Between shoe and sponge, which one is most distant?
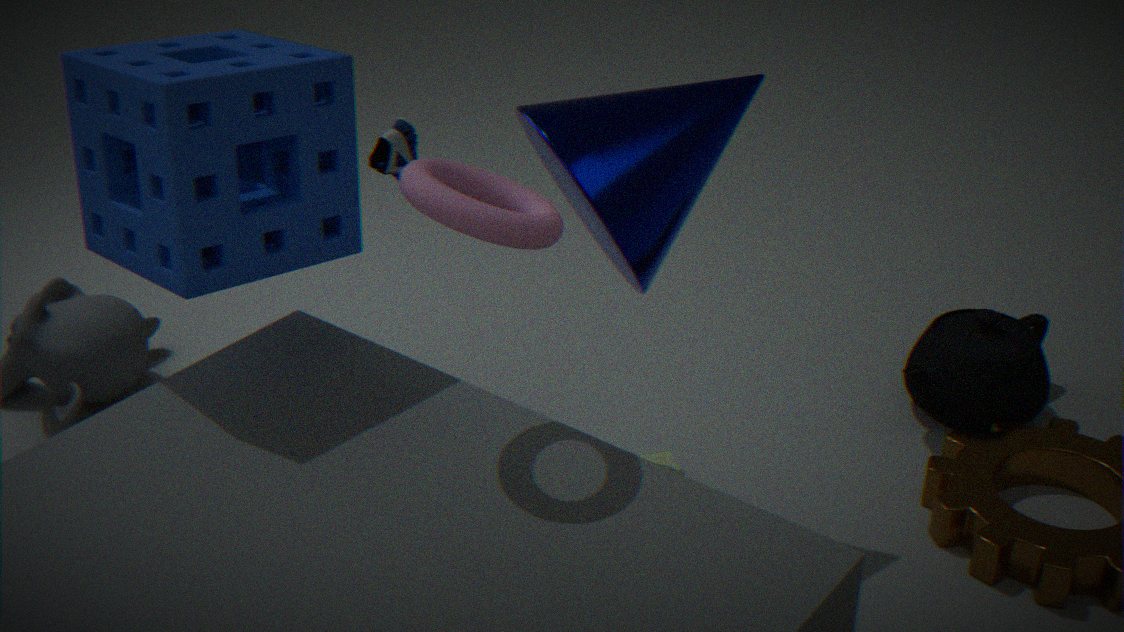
shoe
